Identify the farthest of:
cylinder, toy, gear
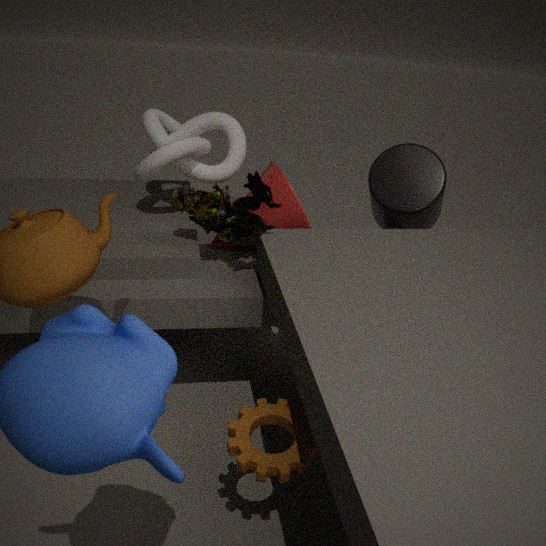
cylinder
